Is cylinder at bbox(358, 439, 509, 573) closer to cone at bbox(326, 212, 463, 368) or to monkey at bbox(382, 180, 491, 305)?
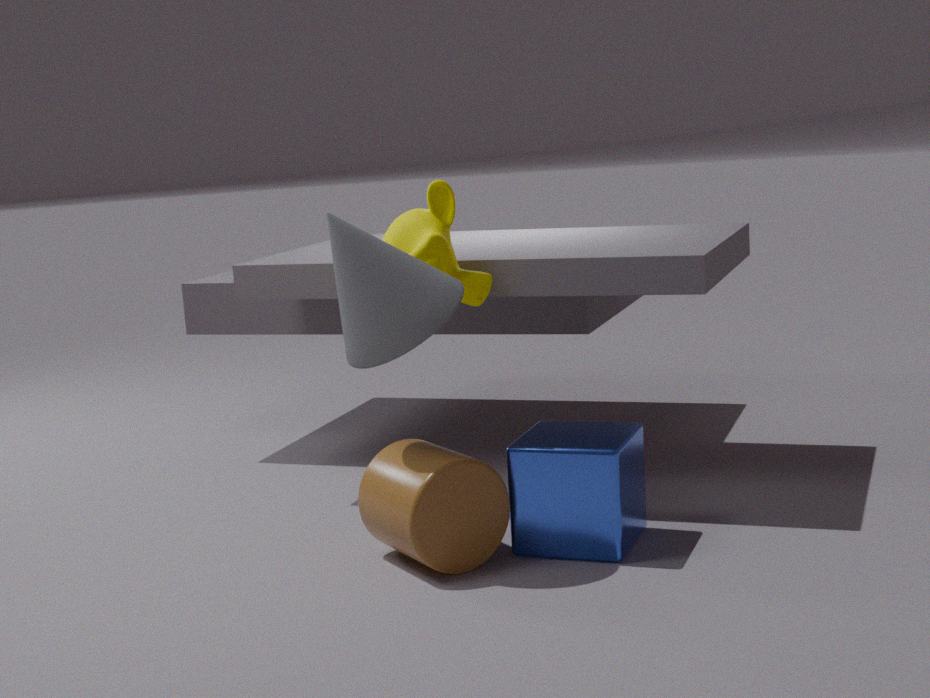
cone at bbox(326, 212, 463, 368)
